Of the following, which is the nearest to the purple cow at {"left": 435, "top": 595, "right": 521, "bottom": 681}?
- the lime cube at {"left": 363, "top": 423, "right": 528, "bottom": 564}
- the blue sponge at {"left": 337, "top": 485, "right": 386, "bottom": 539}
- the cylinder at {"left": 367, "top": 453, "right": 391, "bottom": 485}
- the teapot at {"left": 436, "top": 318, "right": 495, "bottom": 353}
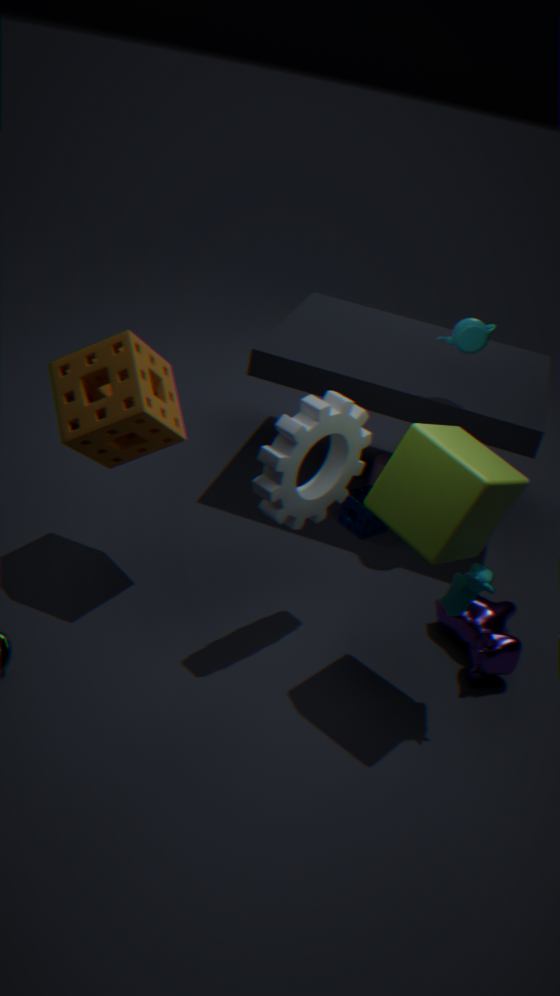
the lime cube at {"left": 363, "top": 423, "right": 528, "bottom": 564}
